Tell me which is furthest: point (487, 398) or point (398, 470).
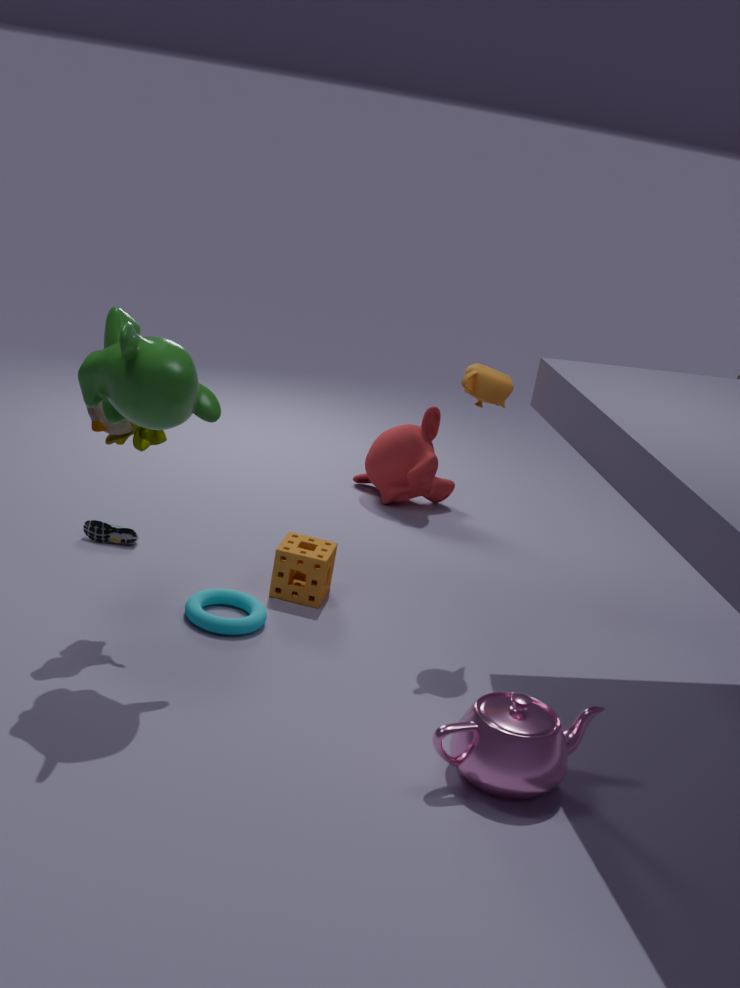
point (398, 470)
